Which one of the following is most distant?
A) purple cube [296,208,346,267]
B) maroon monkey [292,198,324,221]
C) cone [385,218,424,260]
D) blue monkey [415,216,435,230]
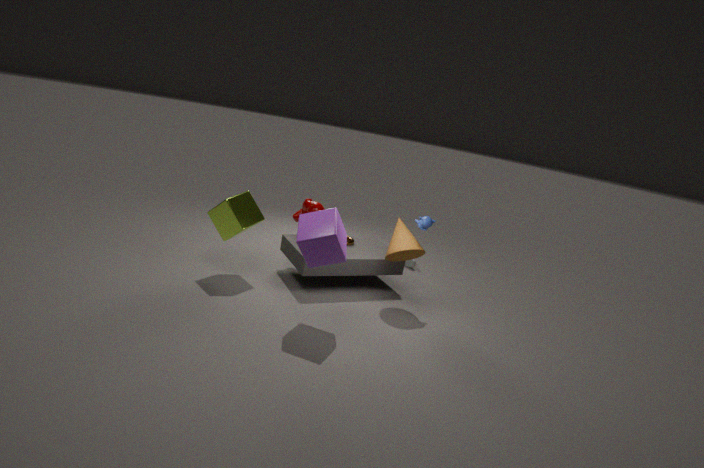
maroon monkey [292,198,324,221]
